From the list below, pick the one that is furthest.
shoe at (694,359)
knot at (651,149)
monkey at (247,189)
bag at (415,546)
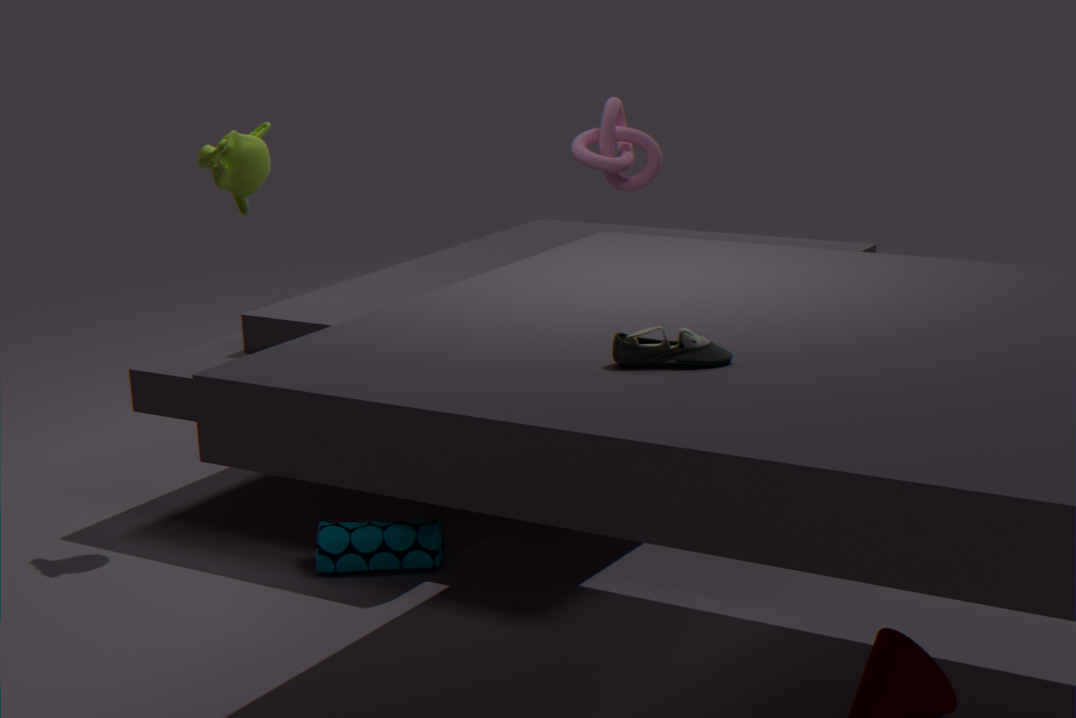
knot at (651,149)
